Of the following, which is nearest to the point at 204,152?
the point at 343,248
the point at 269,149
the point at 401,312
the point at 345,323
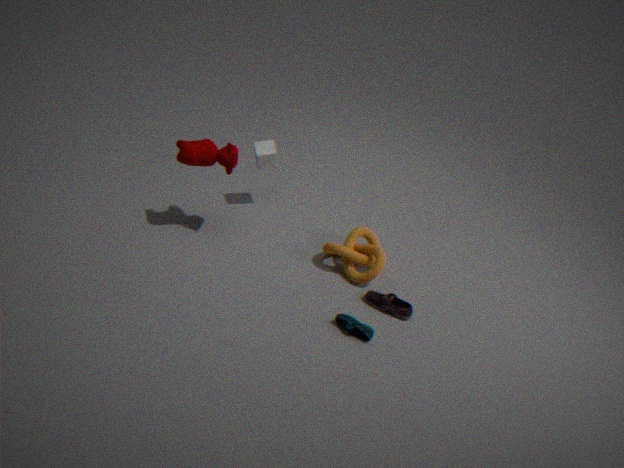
the point at 269,149
